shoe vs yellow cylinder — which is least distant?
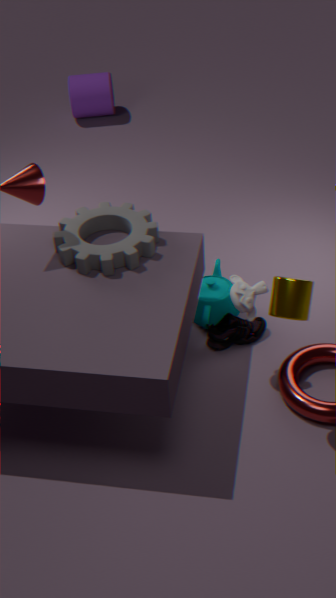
yellow cylinder
